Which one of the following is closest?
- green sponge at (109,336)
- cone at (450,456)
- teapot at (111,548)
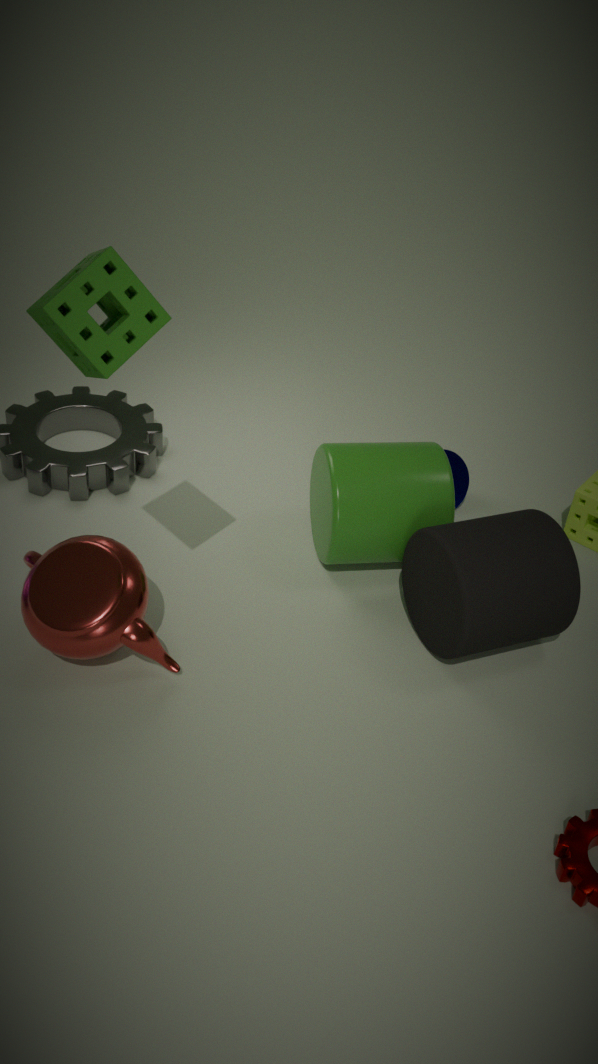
green sponge at (109,336)
